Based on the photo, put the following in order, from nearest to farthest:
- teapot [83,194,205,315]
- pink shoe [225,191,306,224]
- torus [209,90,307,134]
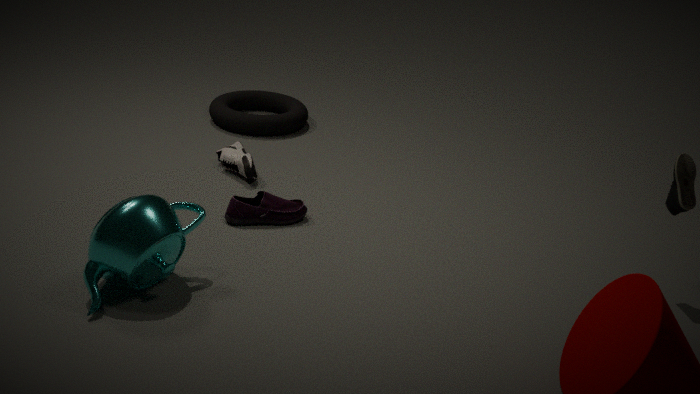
1. teapot [83,194,205,315]
2. pink shoe [225,191,306,224]
3. torus [209,90,307,134]
